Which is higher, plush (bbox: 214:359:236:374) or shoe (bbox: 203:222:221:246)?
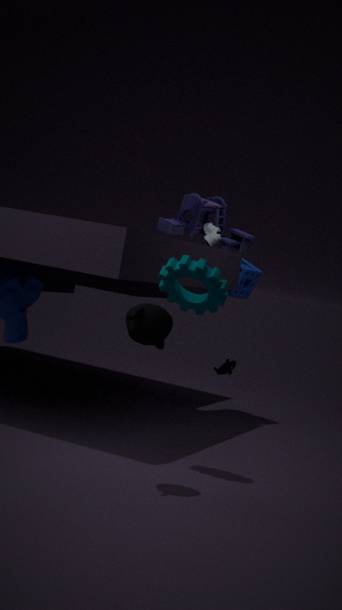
shoe (bbox: 203:222:221:246)
